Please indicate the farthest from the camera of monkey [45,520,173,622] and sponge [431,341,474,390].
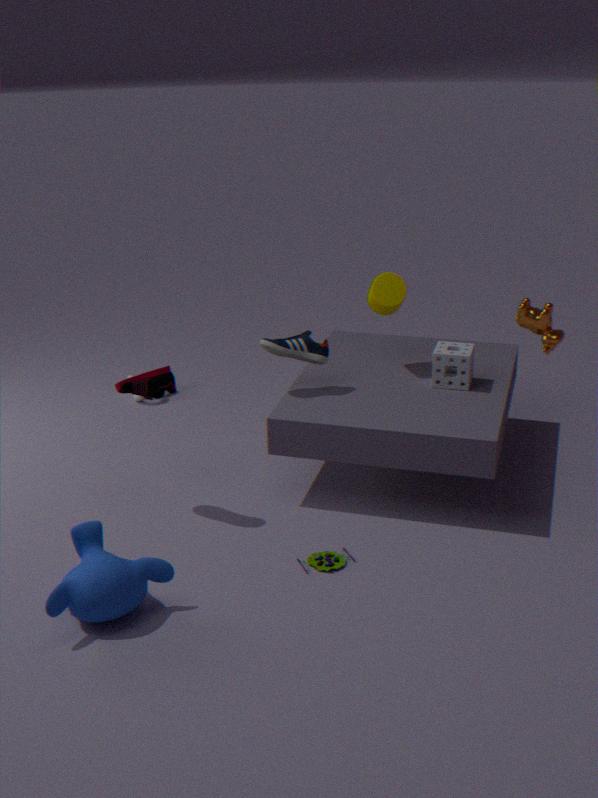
sponge [431,341,474,390]
